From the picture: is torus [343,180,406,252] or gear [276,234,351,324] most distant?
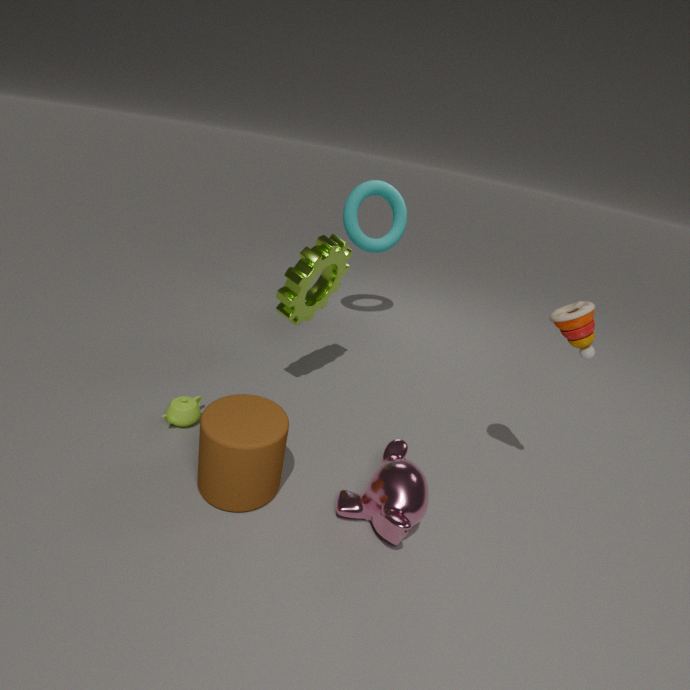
torus [343,180,406,252]
